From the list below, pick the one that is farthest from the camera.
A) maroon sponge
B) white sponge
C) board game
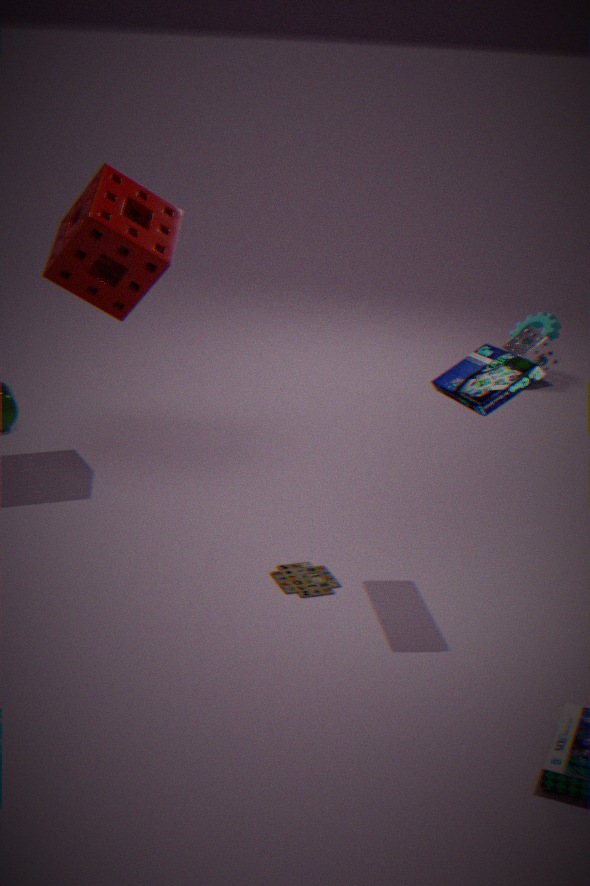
white sponge
